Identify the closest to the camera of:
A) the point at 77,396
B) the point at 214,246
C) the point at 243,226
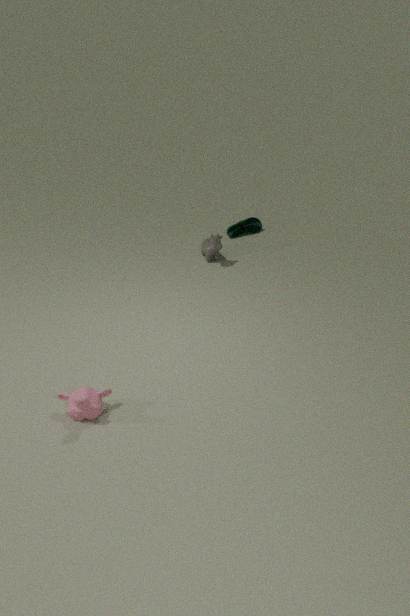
the point at 77,396
